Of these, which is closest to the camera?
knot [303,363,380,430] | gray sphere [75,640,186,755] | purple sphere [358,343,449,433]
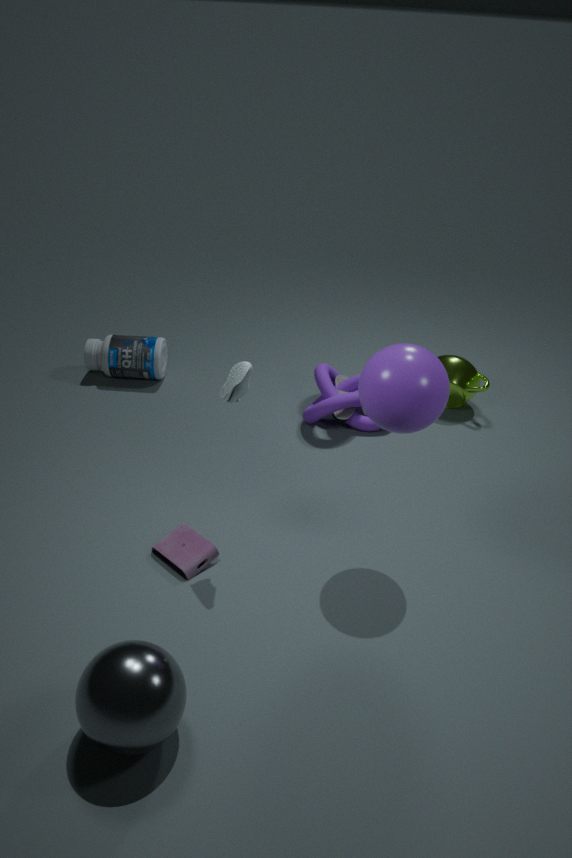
gray sphere [75,640,186,755]
